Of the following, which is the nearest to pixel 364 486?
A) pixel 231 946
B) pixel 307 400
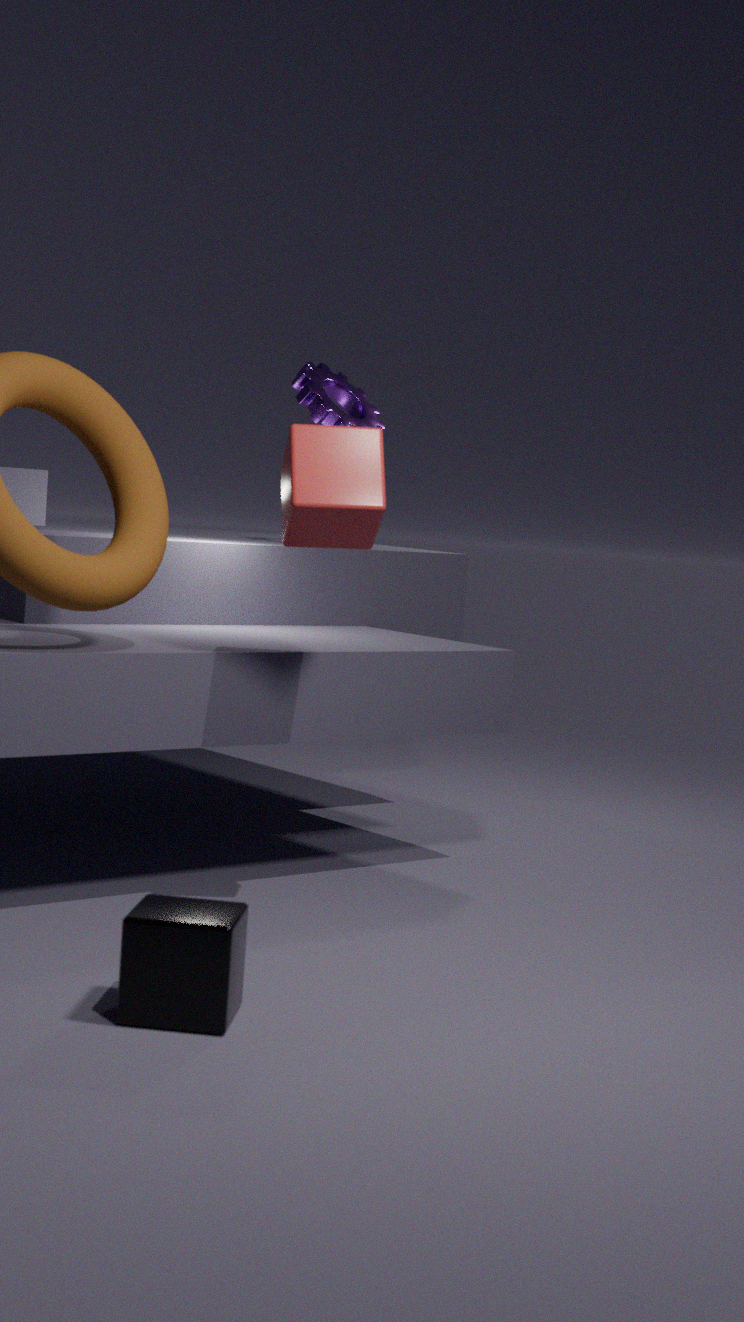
pixel 231 946
